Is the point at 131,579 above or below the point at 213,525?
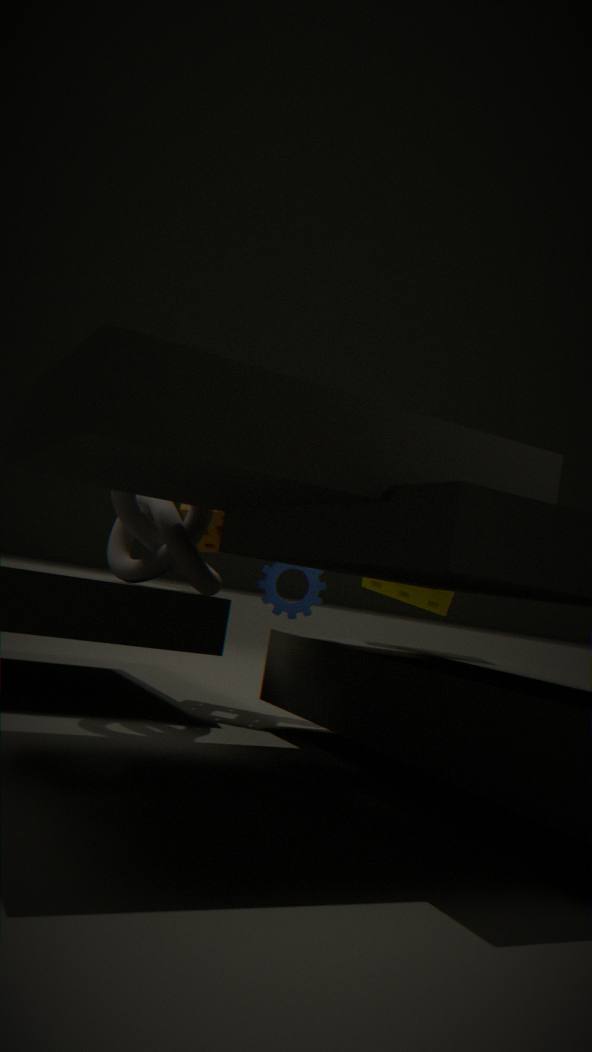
below
